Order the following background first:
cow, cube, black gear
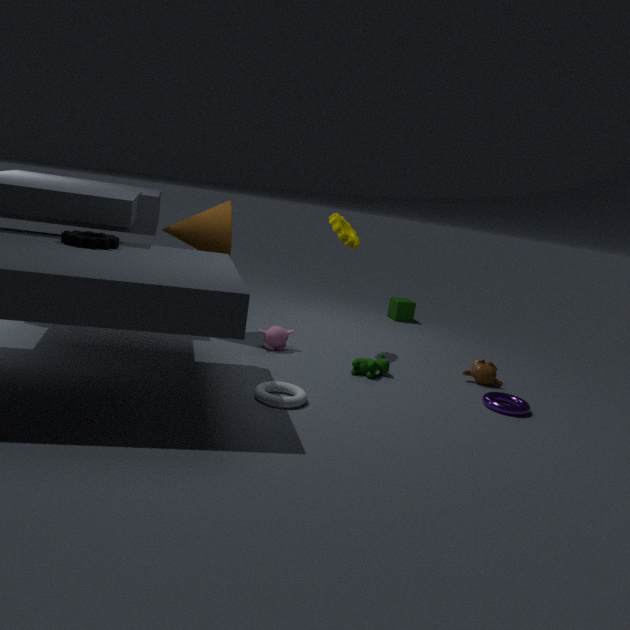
cube → cow → black gear
